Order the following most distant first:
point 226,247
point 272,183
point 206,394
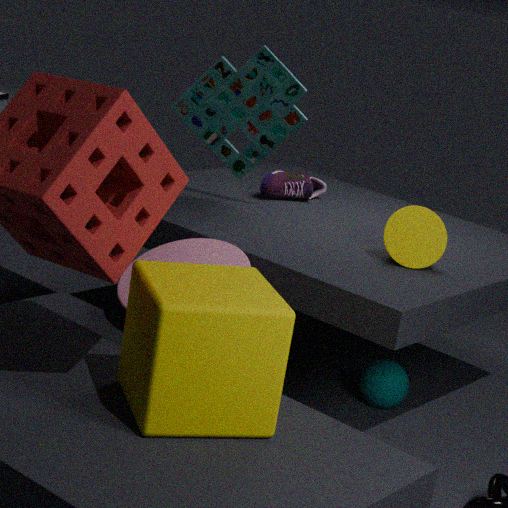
point 272,183, point 226,247, point 206,394
